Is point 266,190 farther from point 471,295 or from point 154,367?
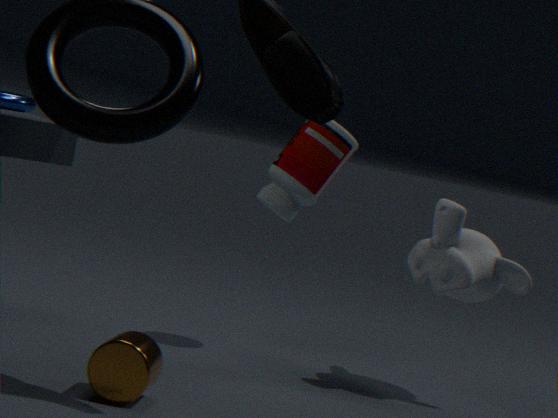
point 154,367
